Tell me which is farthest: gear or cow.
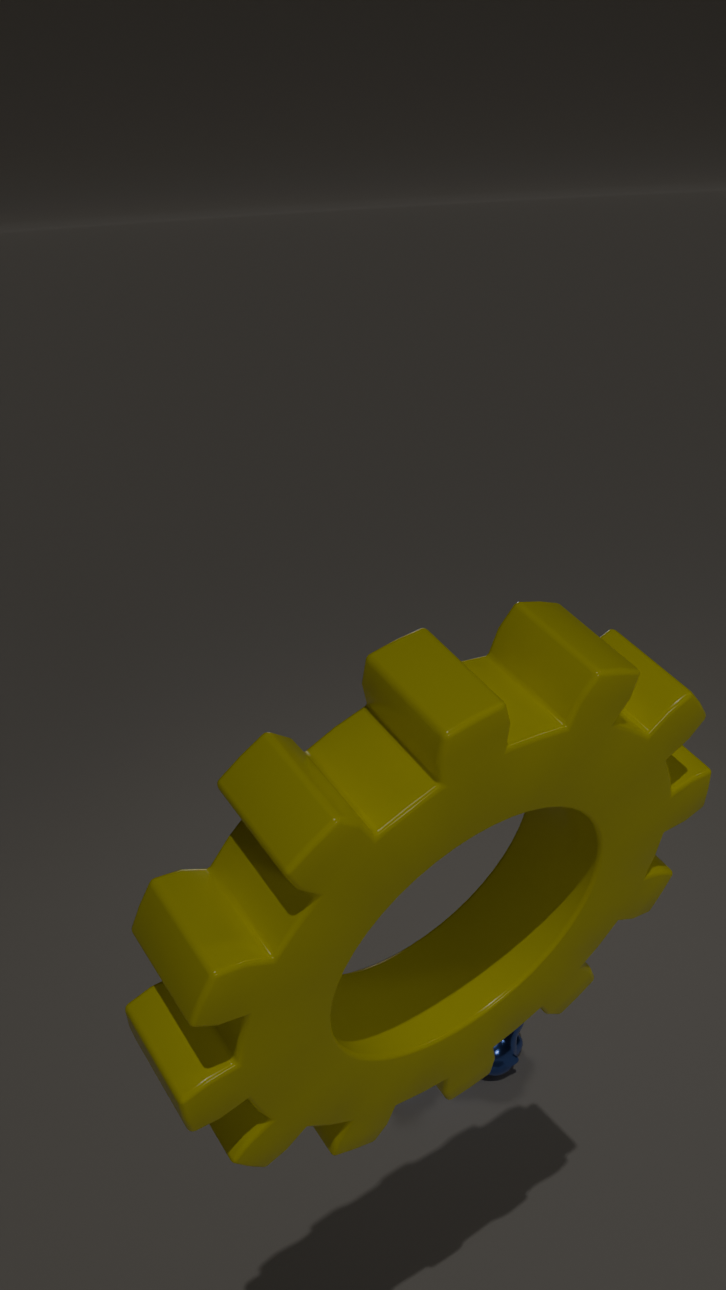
cow
